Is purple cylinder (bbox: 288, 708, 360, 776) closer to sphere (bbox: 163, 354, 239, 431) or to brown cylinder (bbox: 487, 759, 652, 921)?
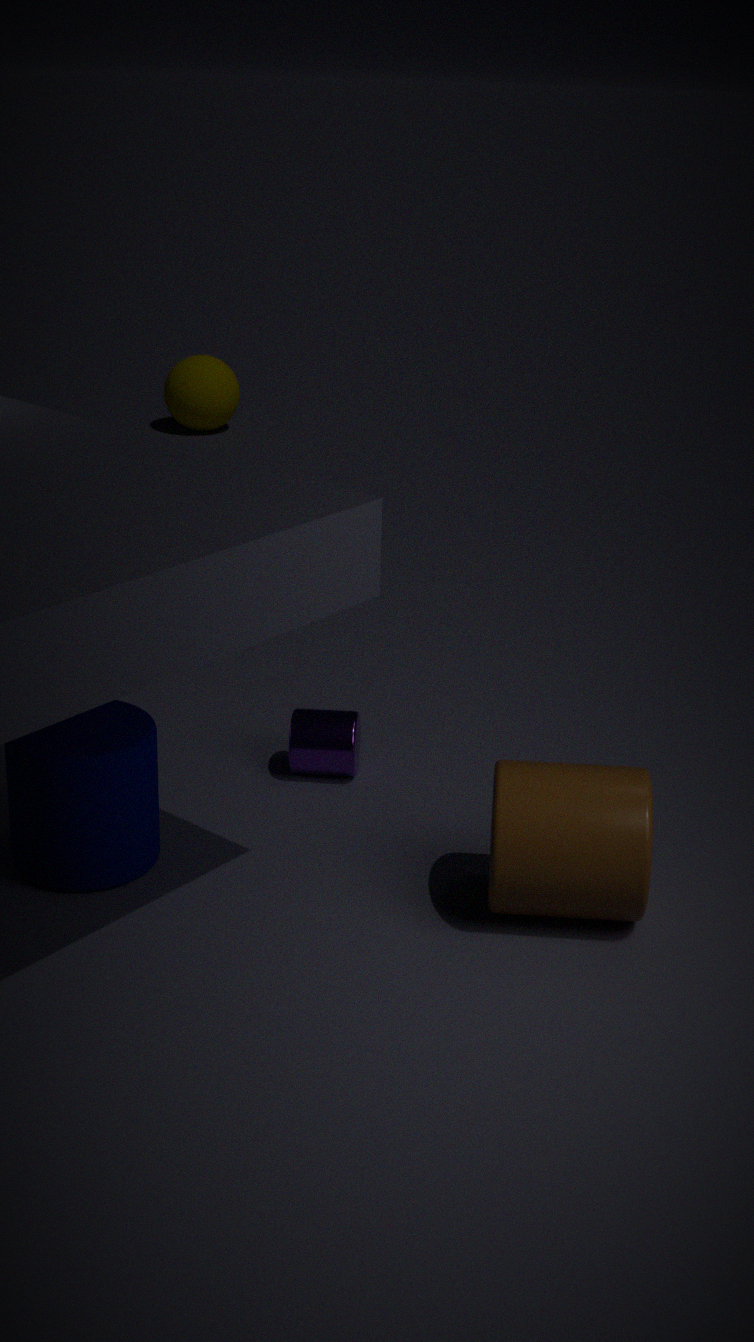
brown cylinder (bbox: 487, 759, 652, 921)
